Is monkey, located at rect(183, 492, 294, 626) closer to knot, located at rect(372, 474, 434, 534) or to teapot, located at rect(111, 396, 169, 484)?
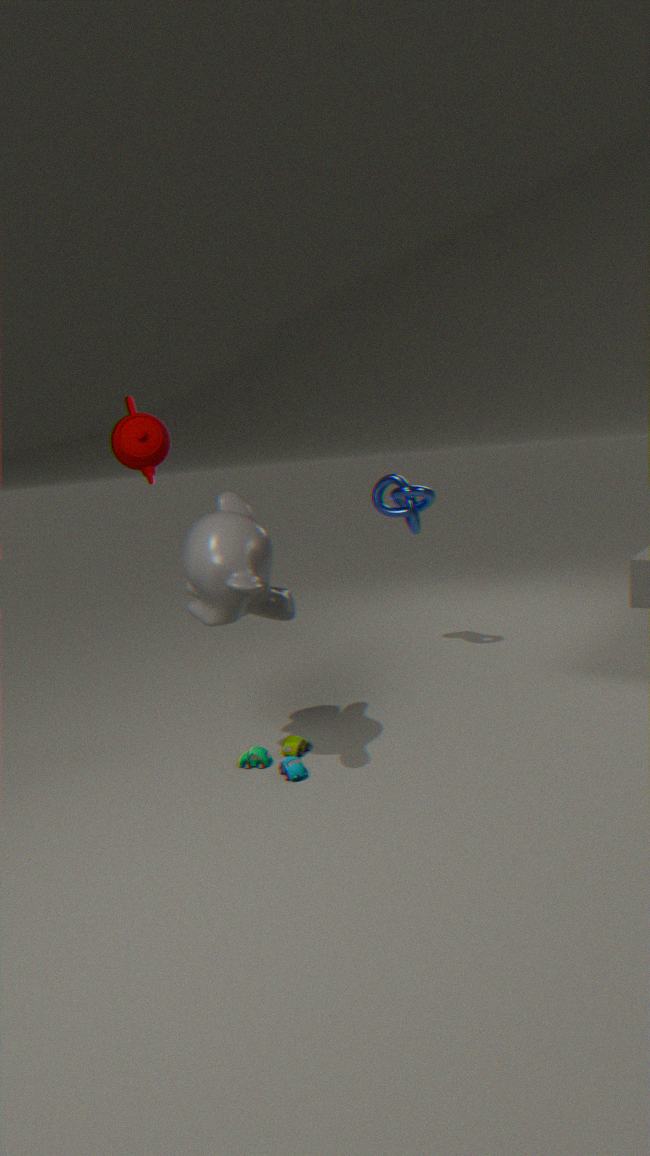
teapot, located at rect(111, 396, 169, 484)
